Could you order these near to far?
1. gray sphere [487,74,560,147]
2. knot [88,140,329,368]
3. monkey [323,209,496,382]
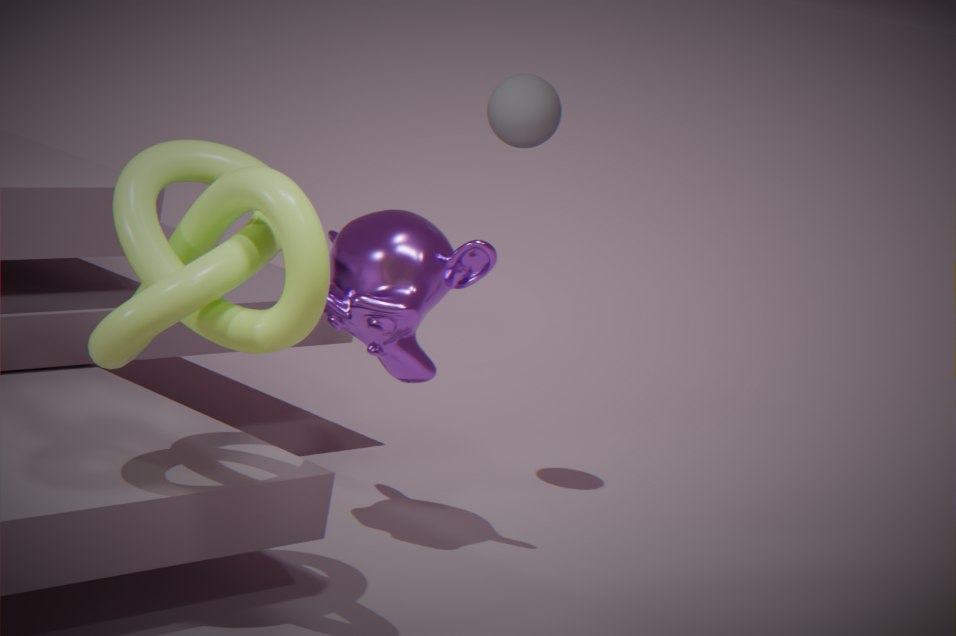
knot [88,140,329,368], monkey [323,209,496,382], gray sphere [487,74,560,147]
